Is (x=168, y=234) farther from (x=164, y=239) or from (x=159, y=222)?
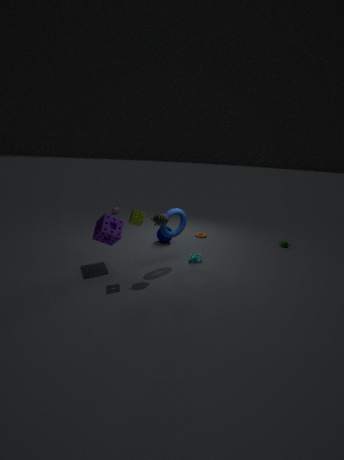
(x=164, y=239)
